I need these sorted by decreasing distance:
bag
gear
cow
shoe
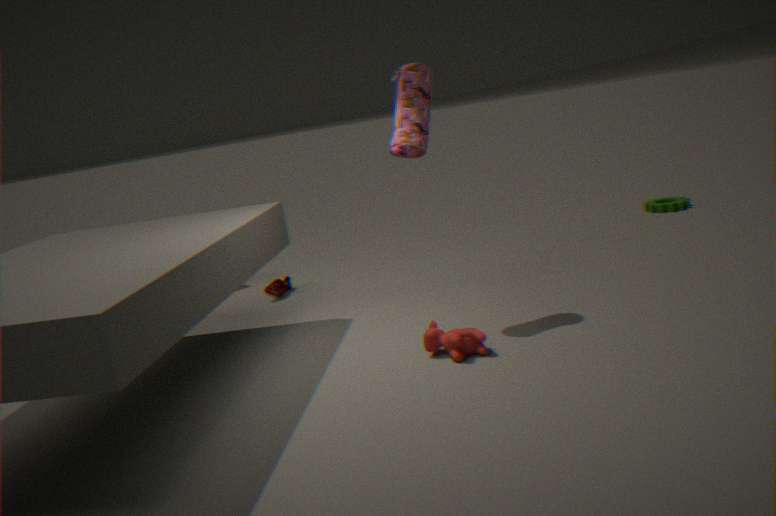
1. gear
2. shoe
3. bag
4. cow
